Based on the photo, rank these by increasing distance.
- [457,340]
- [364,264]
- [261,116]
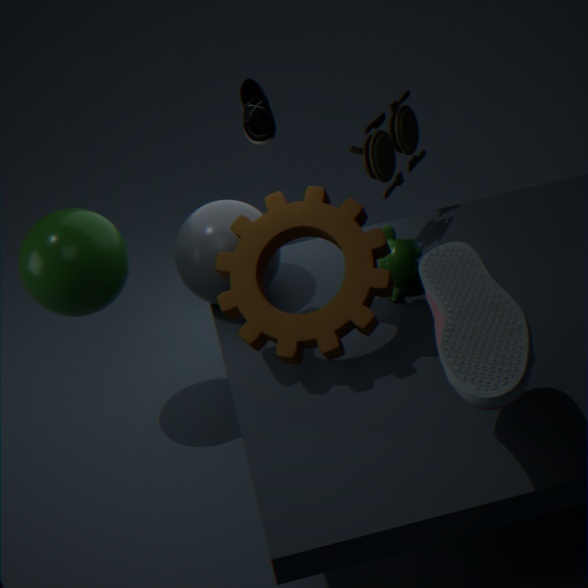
[457,340], [364,264], [261,116]
